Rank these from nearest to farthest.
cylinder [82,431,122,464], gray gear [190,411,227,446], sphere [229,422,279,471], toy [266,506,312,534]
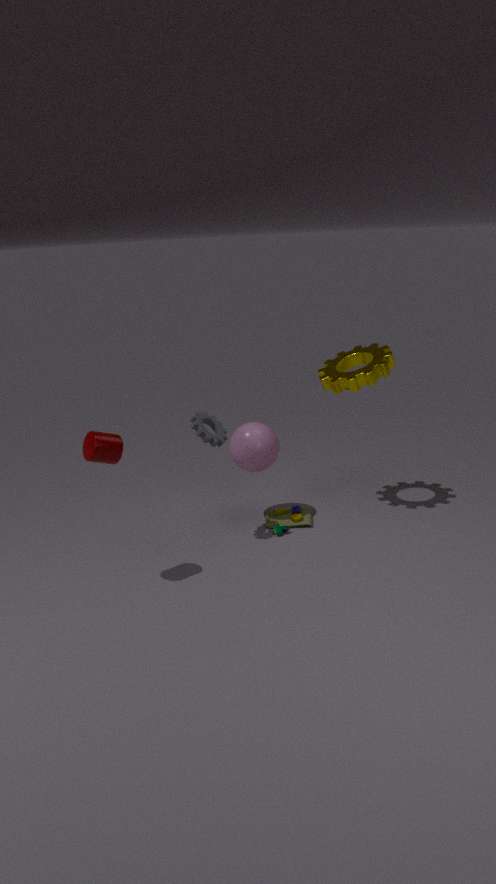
→ cylinder [82,431,122,464] < gray gear [190,411,227,446] < sphere [229,422,279,471] < toy [266,506,312,534]
